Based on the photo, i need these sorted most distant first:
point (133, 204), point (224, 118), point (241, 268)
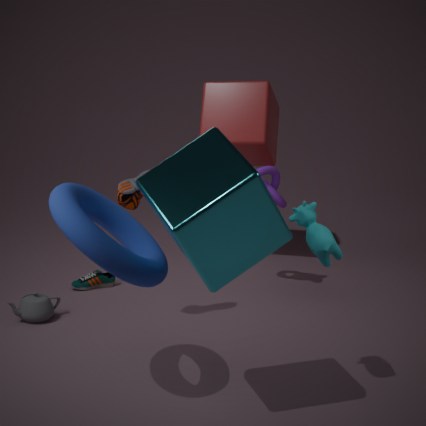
point (224, 118) < point (133, 204) < point (241, 268)
